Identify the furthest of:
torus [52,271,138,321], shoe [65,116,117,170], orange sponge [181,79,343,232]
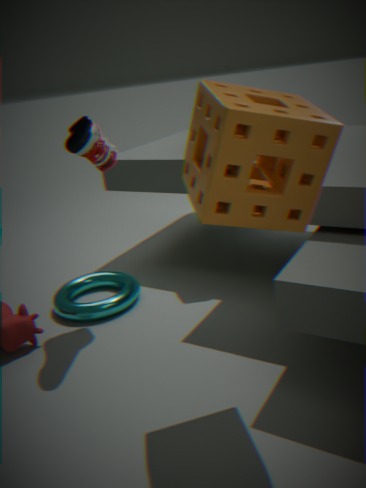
torus [52,271,138,321]
